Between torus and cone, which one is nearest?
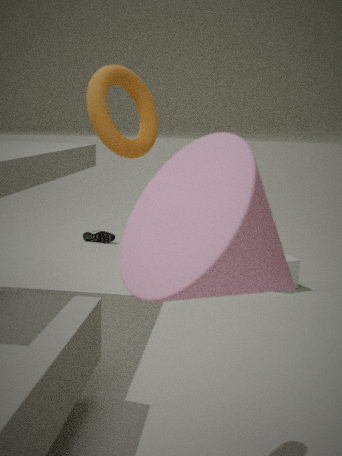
cone
